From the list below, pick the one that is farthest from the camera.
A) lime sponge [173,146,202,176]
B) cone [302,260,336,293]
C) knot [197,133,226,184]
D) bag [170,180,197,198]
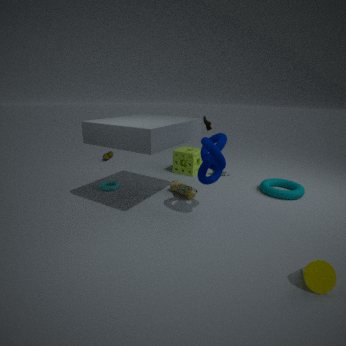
lime sponge [173,146,202,176]
